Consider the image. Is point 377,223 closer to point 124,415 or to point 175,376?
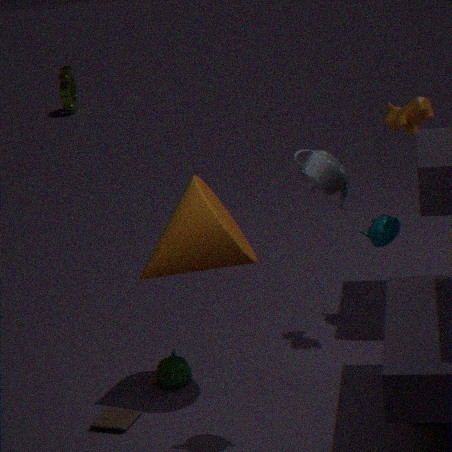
point 175,376
